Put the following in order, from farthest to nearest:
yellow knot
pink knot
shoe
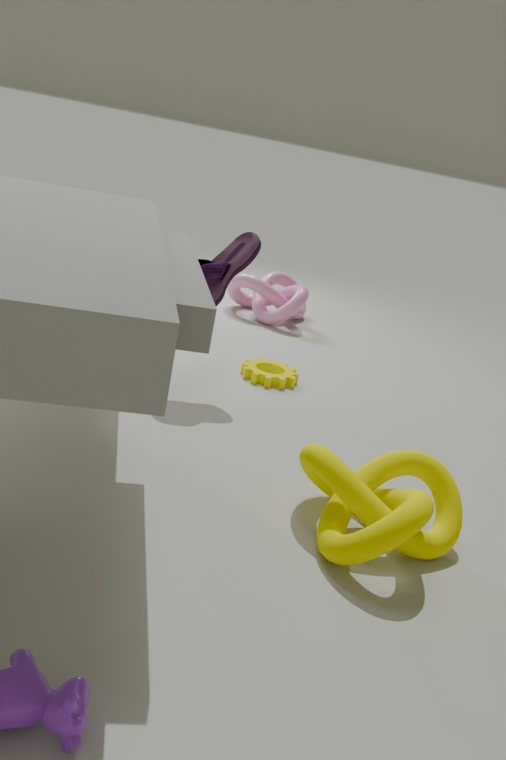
pink knot, shoe, yellow knot
